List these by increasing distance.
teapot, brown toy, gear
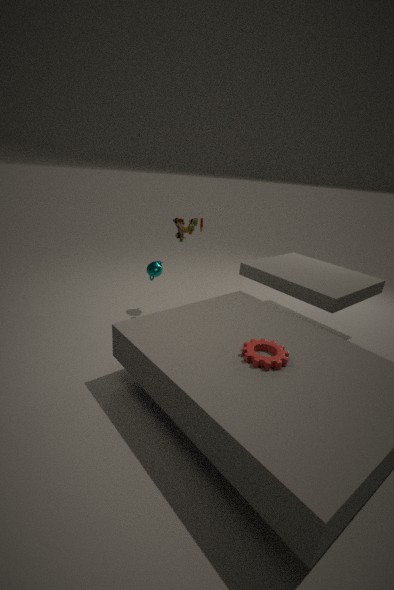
1. gear
2. brown toy
3. teapot
